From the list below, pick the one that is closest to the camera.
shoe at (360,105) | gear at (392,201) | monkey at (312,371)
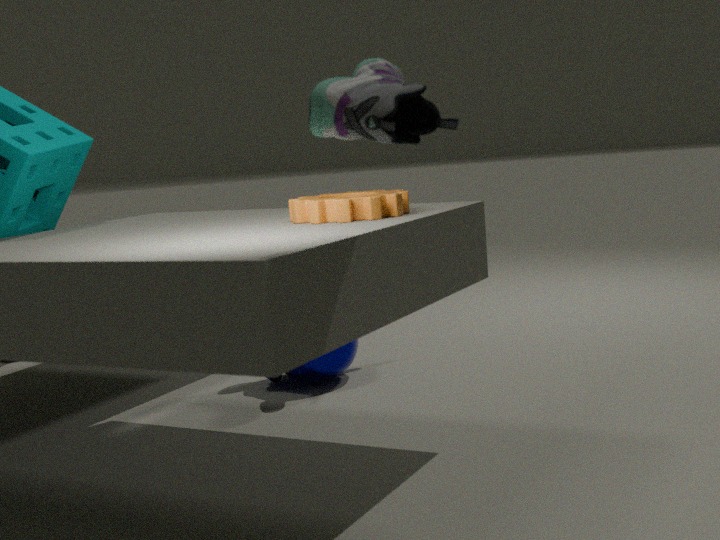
shoe at (360,105)
